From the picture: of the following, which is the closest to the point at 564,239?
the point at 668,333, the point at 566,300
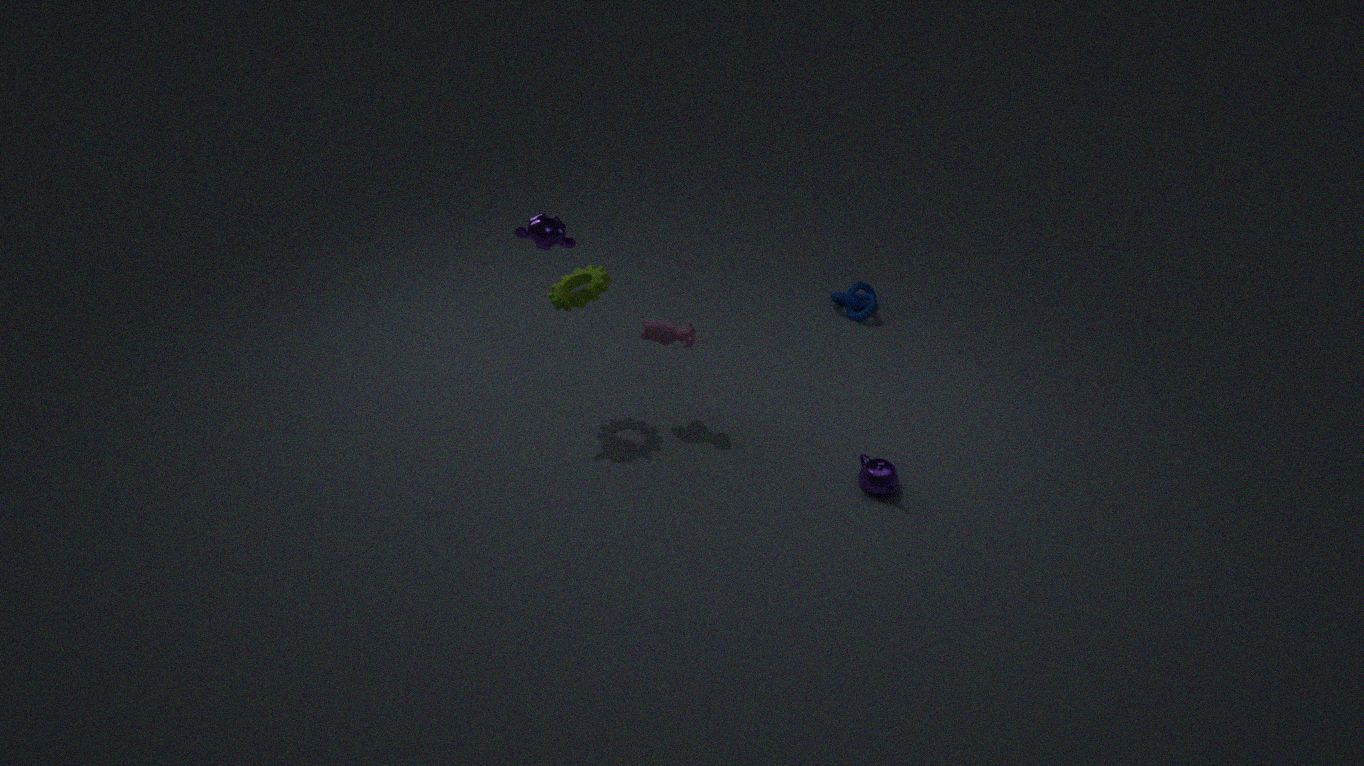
the point at 566,300
